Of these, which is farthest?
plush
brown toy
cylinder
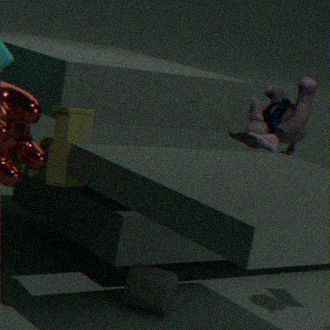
plush
